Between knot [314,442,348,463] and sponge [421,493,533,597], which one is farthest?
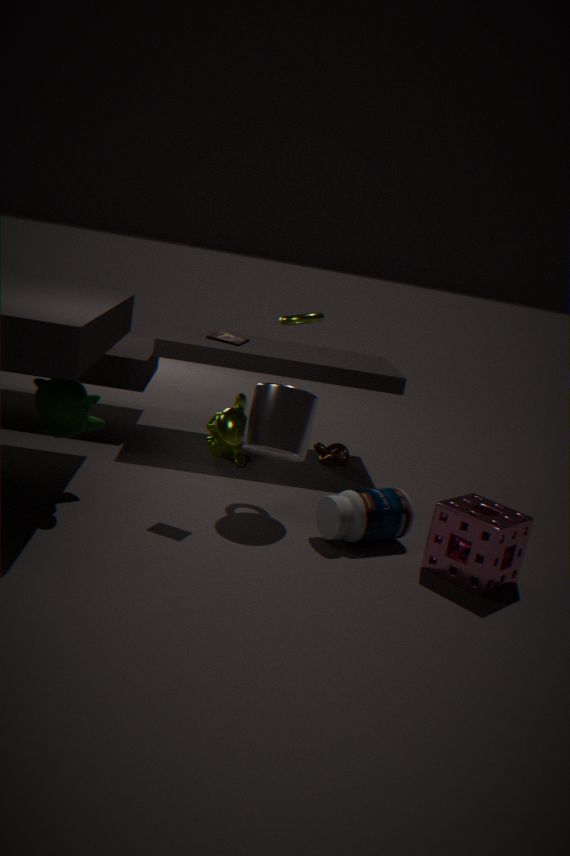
knot [314,442,348,463]
